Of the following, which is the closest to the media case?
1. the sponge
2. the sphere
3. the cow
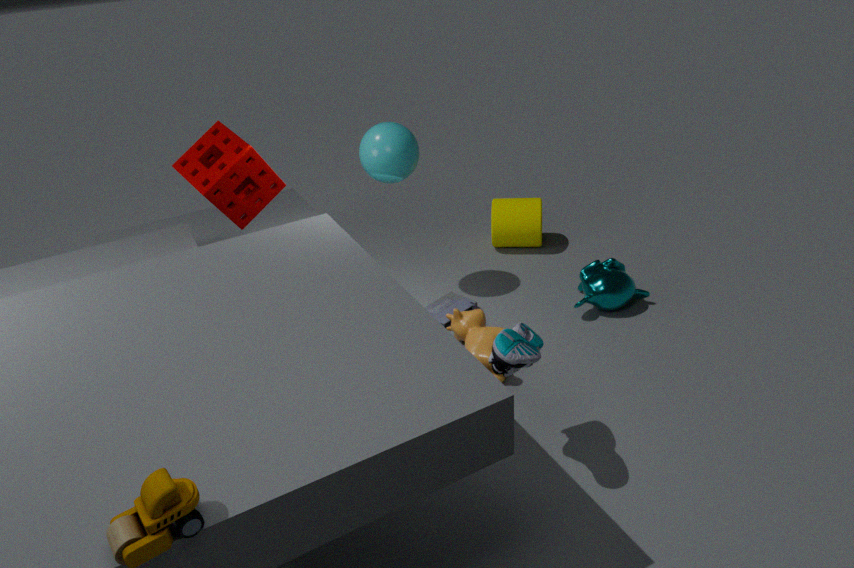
the cow
